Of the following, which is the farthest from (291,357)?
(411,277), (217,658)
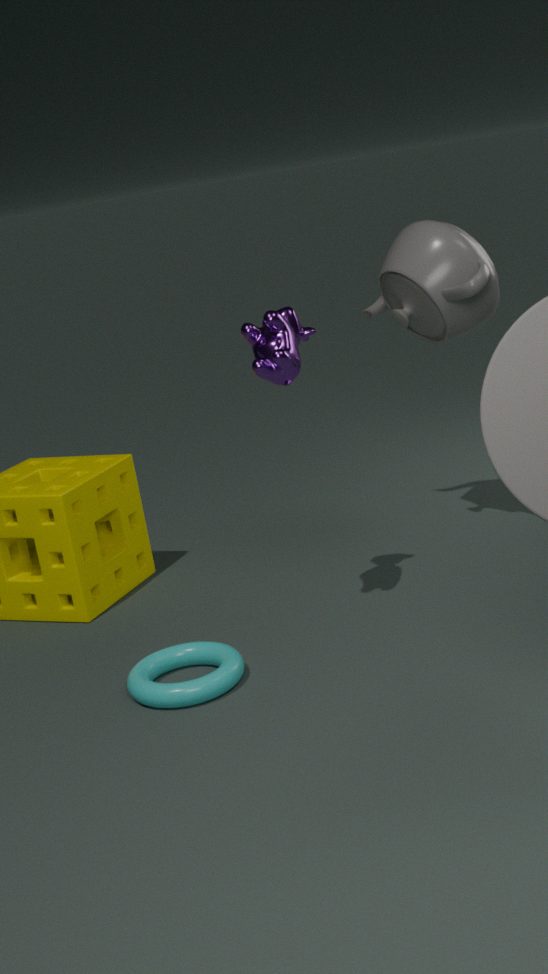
(217,658)
